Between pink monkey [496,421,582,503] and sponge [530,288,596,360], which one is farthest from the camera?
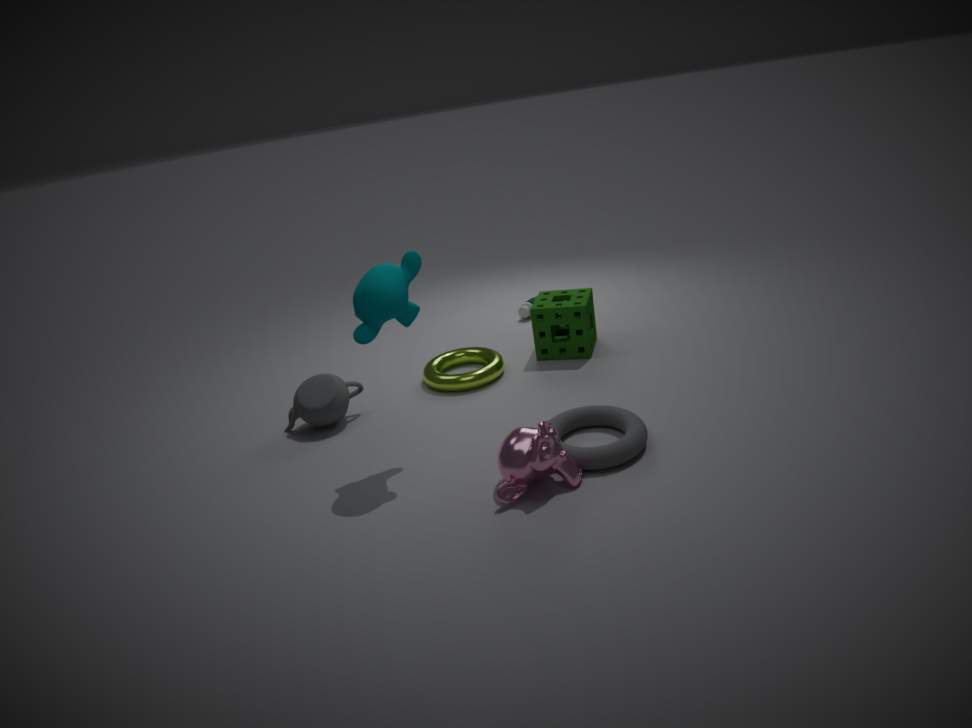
sponge [530,288,596,360]
